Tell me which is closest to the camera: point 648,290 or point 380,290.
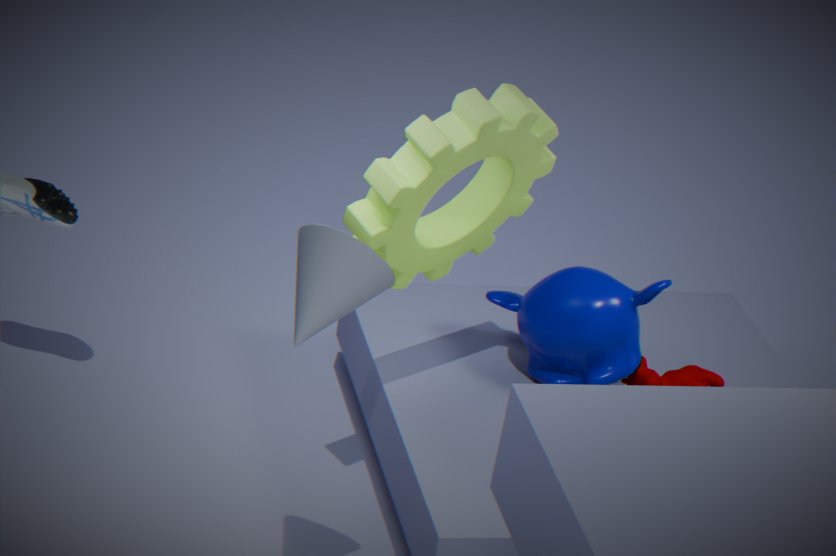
point 380,290
